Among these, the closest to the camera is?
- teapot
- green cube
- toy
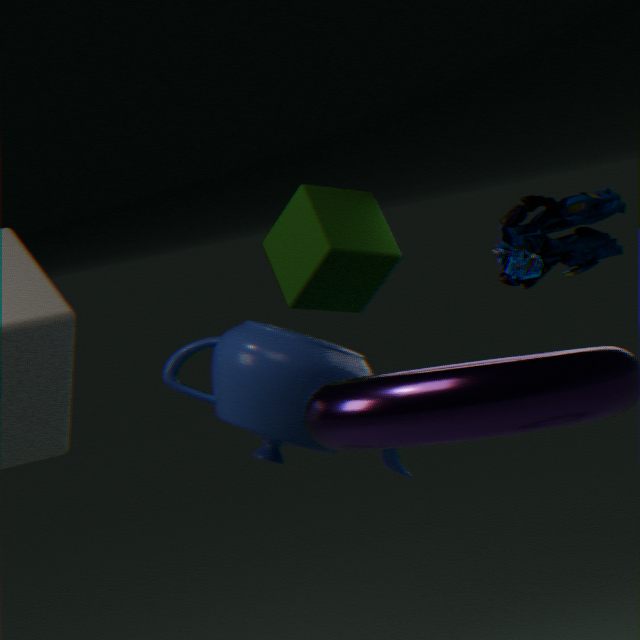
teapot
